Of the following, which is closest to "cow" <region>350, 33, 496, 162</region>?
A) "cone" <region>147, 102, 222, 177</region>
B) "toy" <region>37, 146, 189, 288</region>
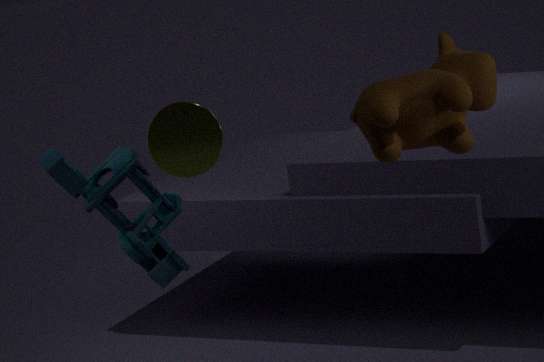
"cone" <region>147, 102, 222, 177</region>
